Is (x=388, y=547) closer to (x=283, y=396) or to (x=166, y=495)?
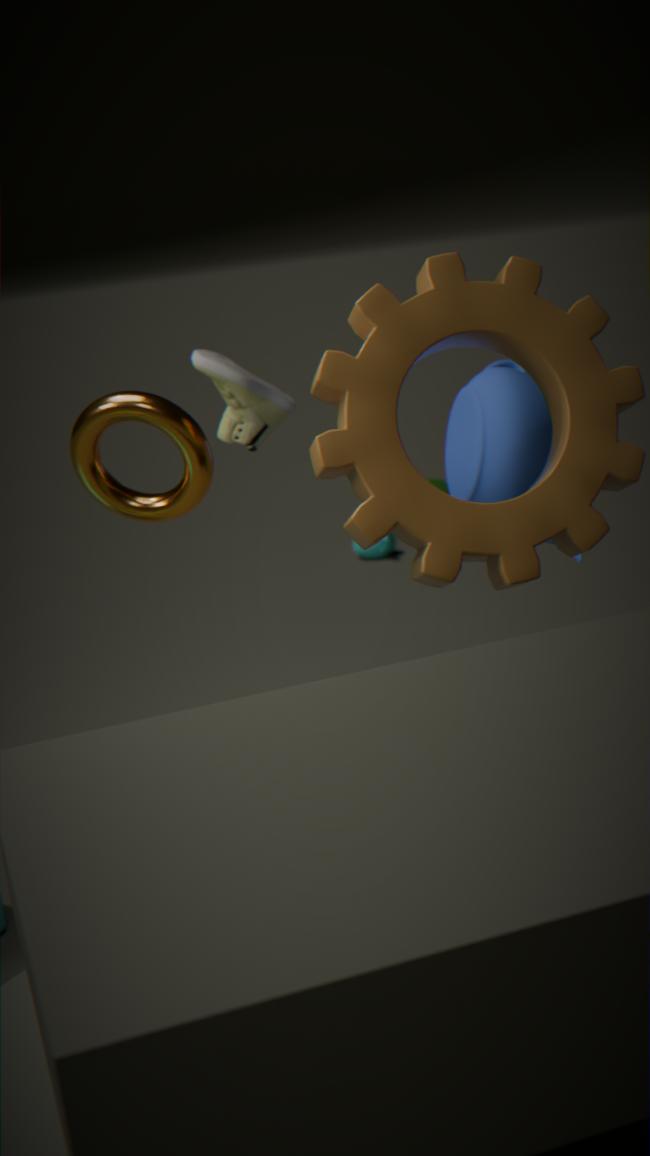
(x=283, y=396)
